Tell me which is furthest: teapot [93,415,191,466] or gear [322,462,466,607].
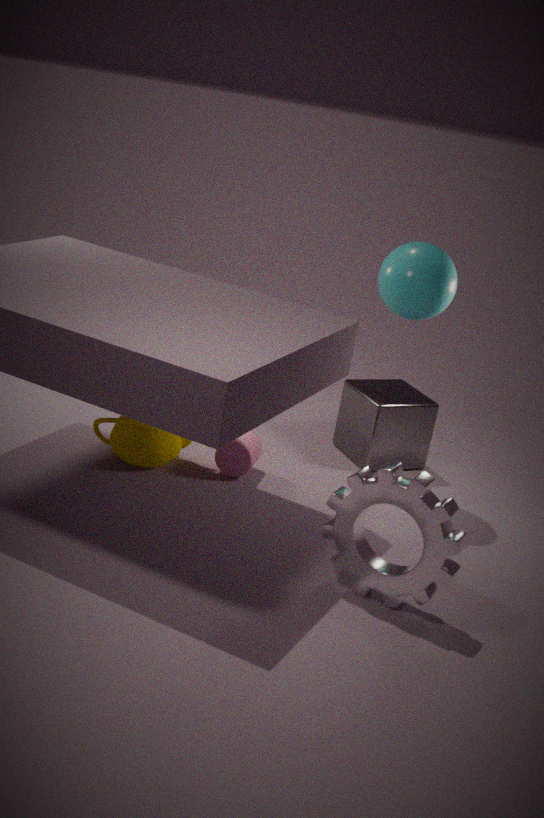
teapot [93,415,191,466]
